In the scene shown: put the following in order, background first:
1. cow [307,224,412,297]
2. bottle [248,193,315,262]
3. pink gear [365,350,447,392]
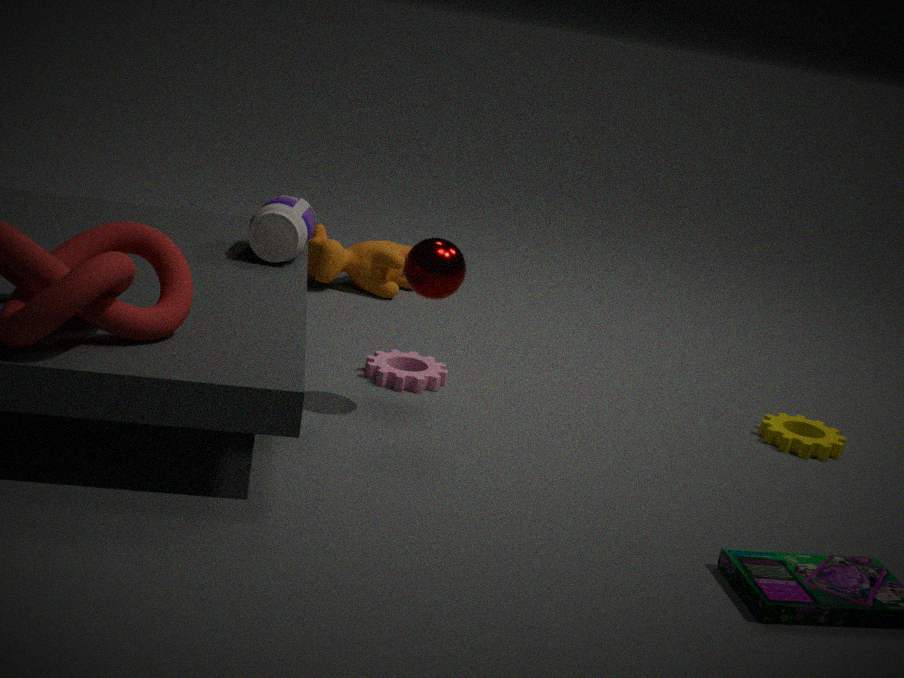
cow [307,224,412,297], pink gear [365,350,447,392], bottle [248,193,315,262]
